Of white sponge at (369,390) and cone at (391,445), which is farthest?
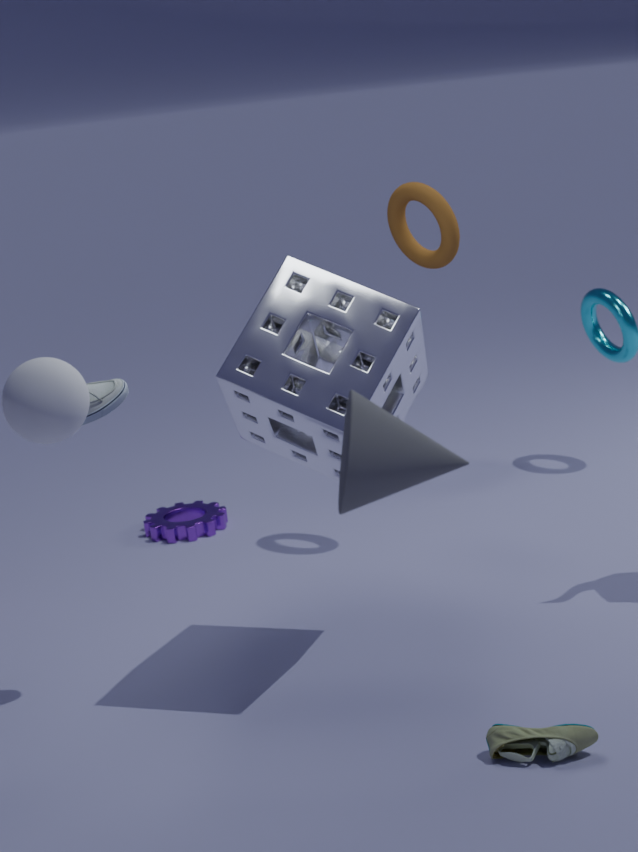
white sponge at (369,390)
